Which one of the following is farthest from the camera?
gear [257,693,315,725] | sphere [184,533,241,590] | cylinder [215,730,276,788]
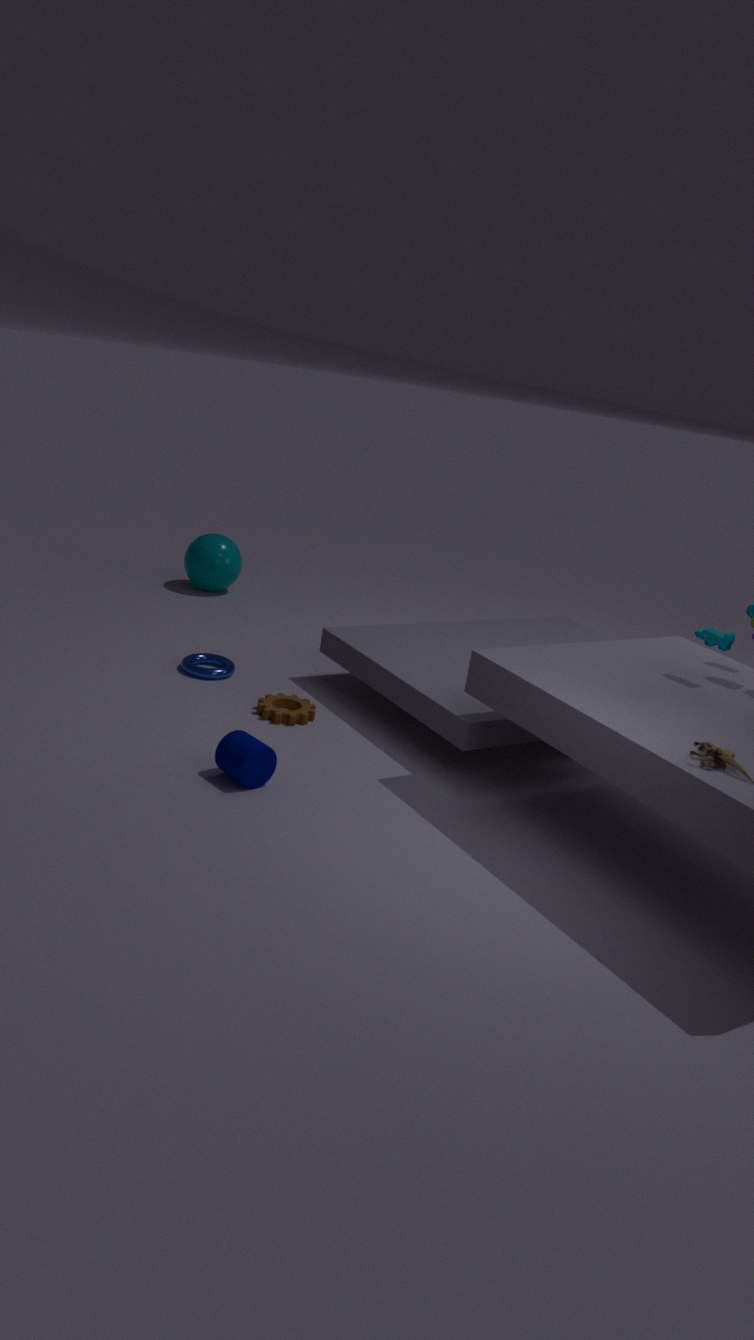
sphere [184,533,241,590]
